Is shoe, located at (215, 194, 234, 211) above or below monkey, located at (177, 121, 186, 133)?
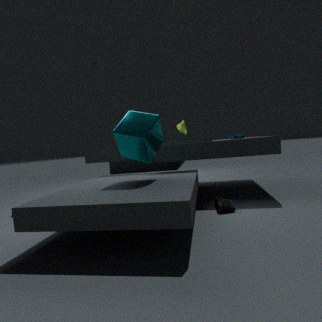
below
